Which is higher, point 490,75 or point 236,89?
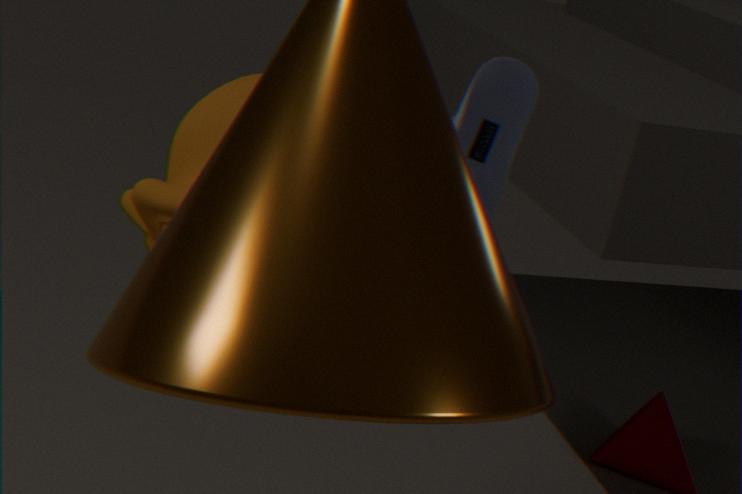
point 490,75
